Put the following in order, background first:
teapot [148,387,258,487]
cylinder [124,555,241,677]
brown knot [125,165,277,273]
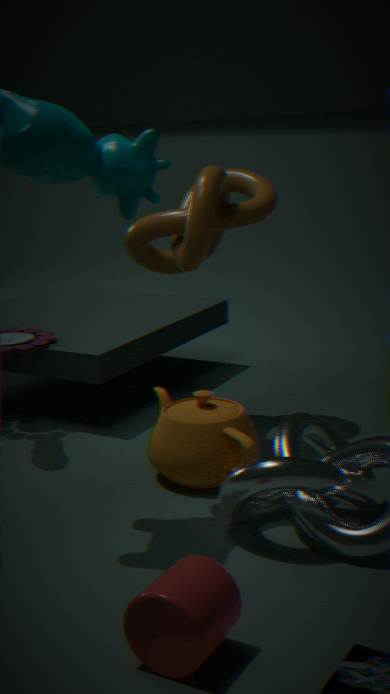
brown knot [125,165,277,273] < teapot [148,387,258,487] < cylinder [124,555,241,677]
